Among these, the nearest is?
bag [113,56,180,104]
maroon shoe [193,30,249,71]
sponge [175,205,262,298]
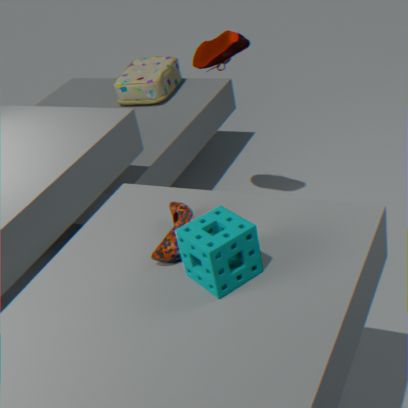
sponge [175,205,262,298]
